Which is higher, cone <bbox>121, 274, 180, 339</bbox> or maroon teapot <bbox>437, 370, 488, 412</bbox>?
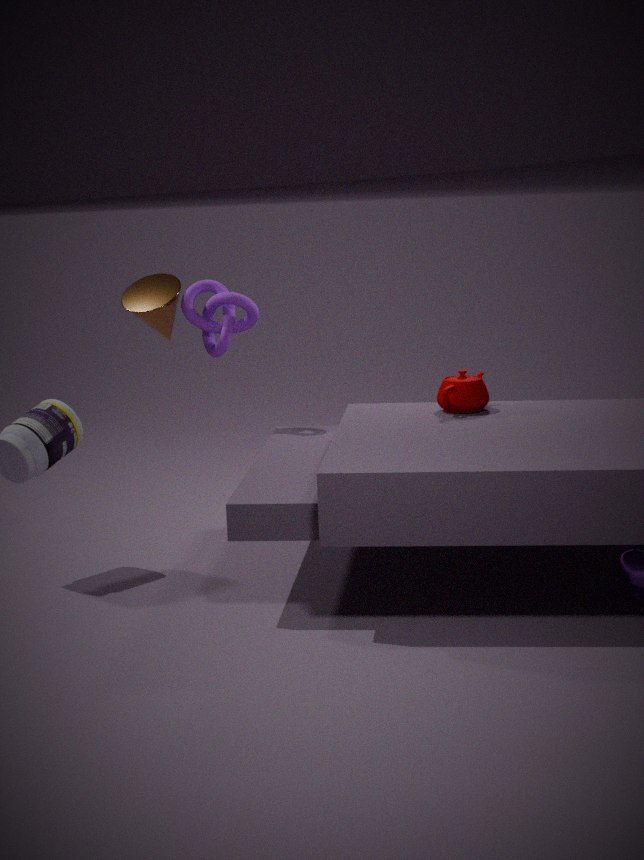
cone <bbox>121, 274, 180, 339</bbox>
